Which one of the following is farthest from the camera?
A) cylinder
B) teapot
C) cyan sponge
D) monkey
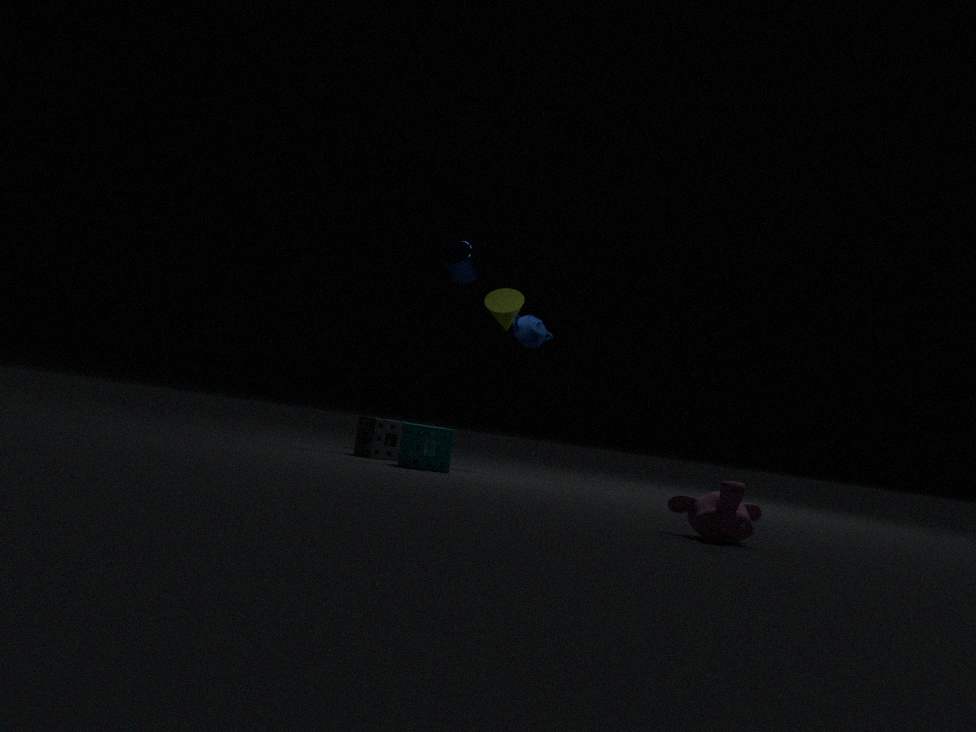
cylinder
